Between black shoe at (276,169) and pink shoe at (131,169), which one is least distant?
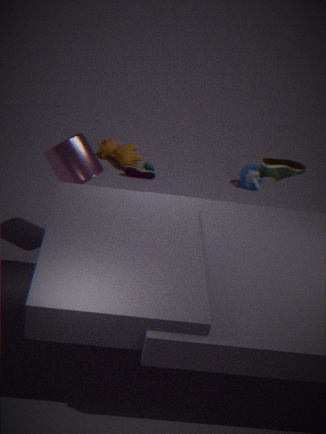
black shoe at (276,169)
